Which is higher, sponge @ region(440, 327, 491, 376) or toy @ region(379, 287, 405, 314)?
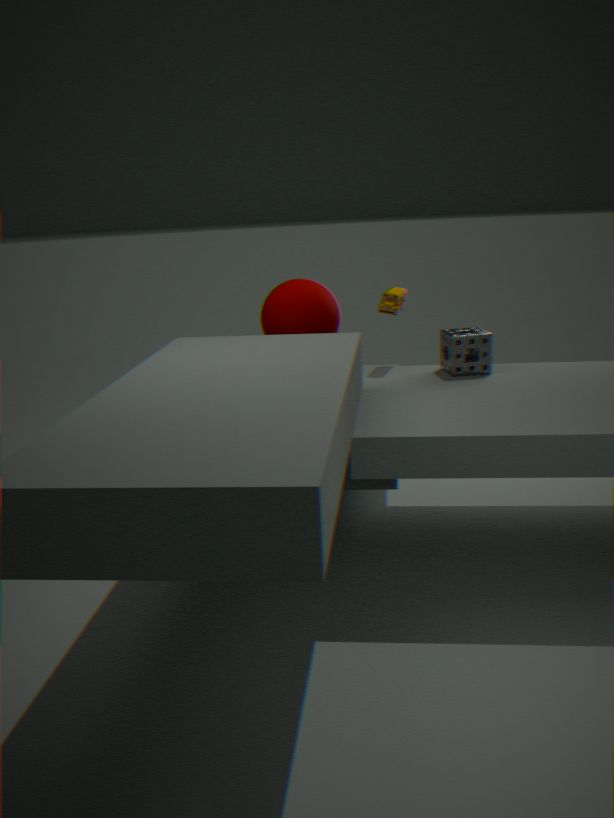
toy @ region(379, 287, 405, 314)
